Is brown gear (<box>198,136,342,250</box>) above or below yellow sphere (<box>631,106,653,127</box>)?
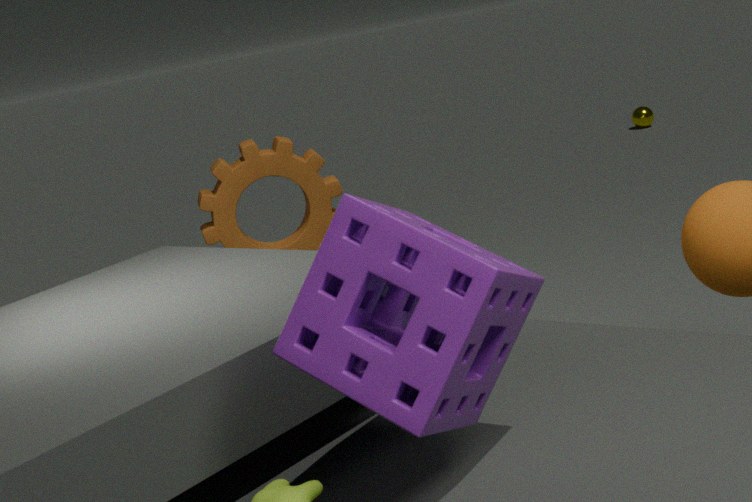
above
